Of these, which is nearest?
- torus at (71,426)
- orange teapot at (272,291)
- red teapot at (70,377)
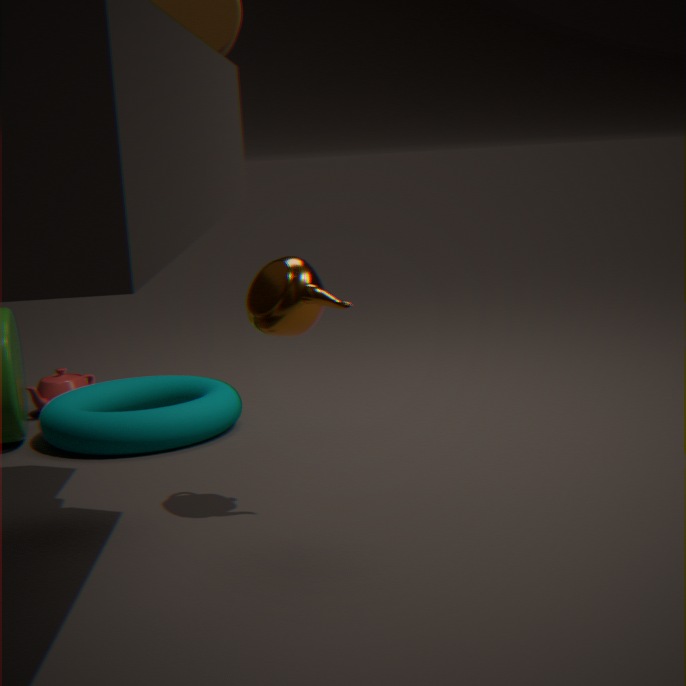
orange teapot at (272,291)
